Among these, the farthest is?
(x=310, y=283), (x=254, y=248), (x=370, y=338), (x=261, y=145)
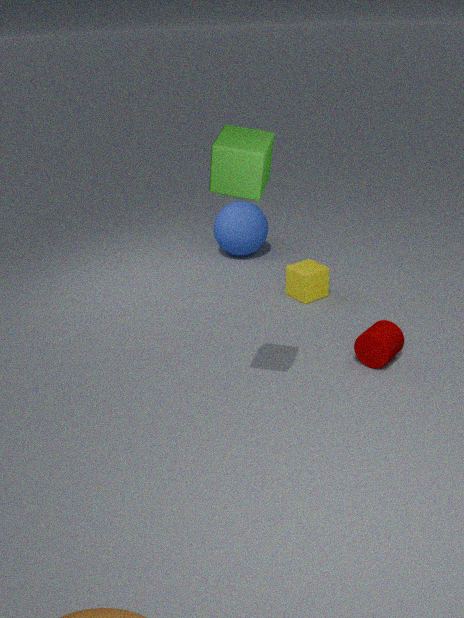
(x=254, y=248)
